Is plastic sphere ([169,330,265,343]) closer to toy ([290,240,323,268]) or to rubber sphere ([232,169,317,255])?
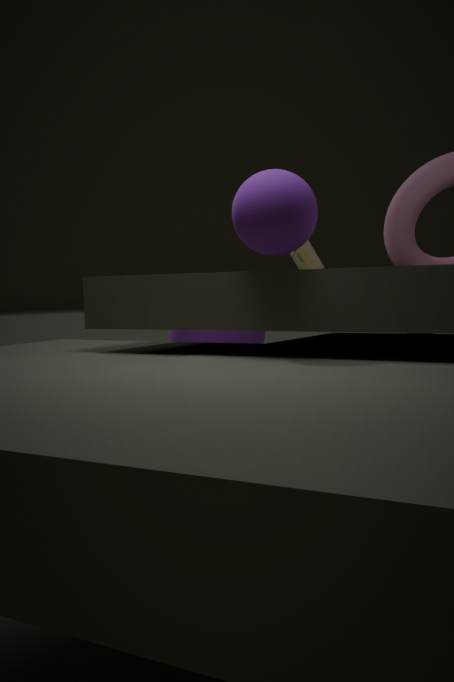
toy ([290,240,323,268])
